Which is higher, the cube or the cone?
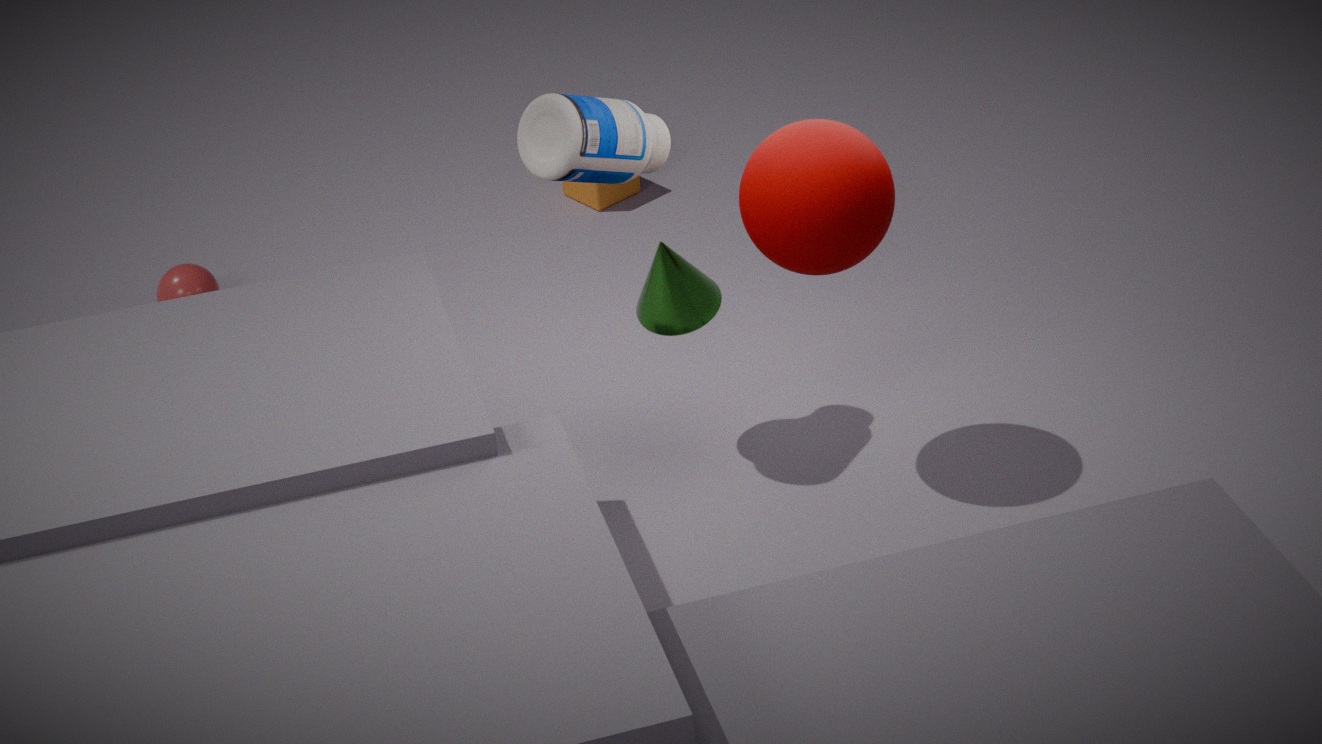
the cone
